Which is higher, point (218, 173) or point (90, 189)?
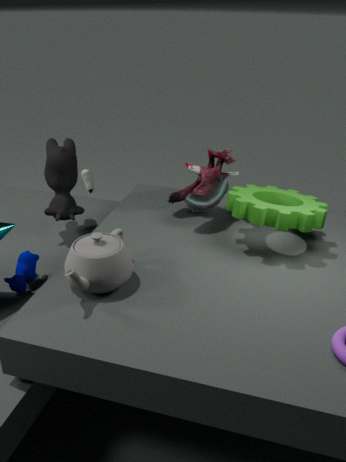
point (218, 173)
